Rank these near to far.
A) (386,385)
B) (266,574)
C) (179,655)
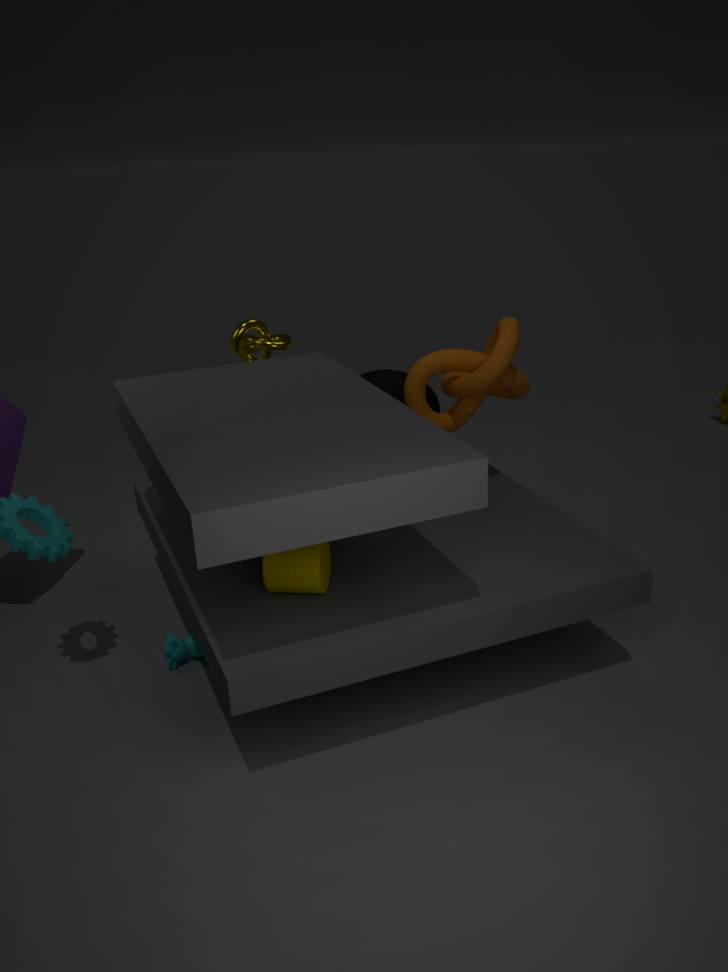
(266,574) < (179,655) < (386,385)
